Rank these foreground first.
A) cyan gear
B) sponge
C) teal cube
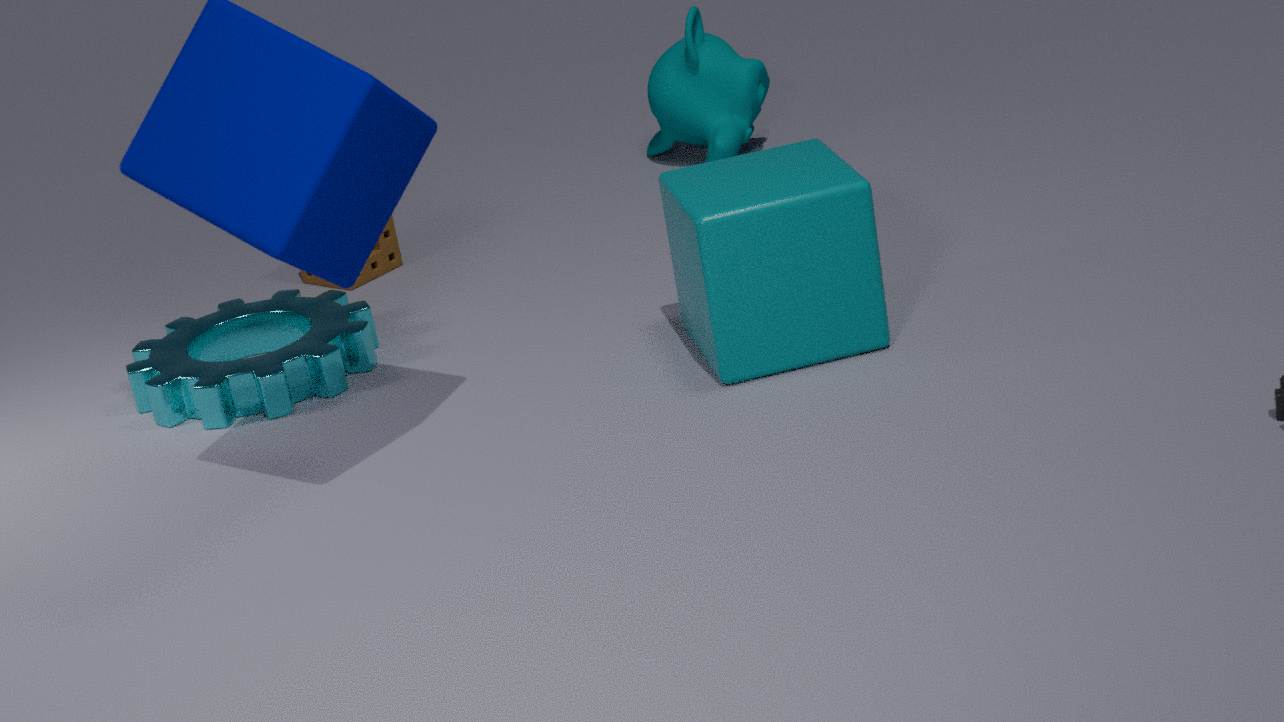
teal cube → cyan gear → sponge
